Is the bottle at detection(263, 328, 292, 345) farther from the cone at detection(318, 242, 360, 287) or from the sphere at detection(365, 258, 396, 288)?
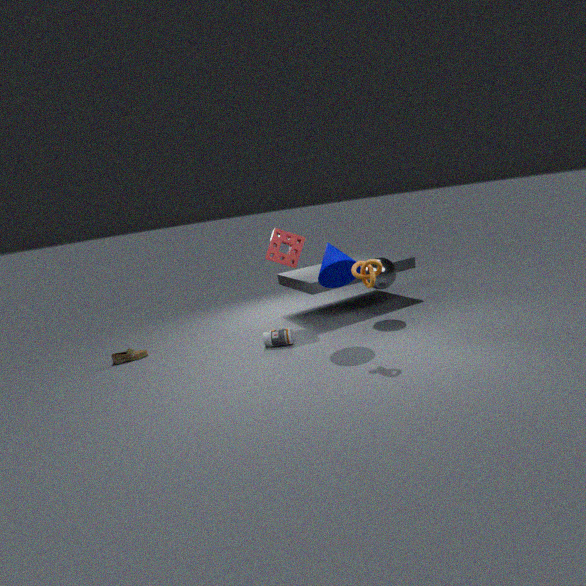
the sphere at detection(365, 258, 396, 288)
